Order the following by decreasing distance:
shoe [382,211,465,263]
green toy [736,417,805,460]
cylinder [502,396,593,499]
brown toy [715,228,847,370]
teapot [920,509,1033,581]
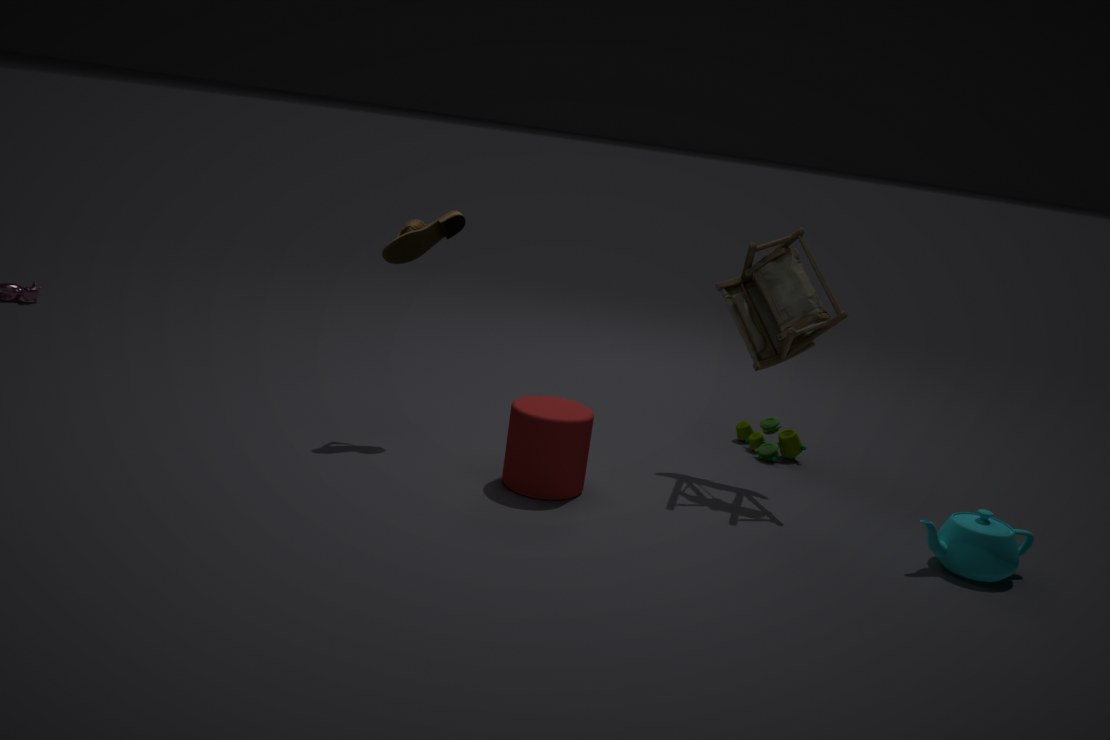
green toy [736,417,805,460]
shoe [382,211,465,263]
brown toy [715,228,847,370]
cylinder [502,396,593,499]
teapot [920,509,1033,581]
